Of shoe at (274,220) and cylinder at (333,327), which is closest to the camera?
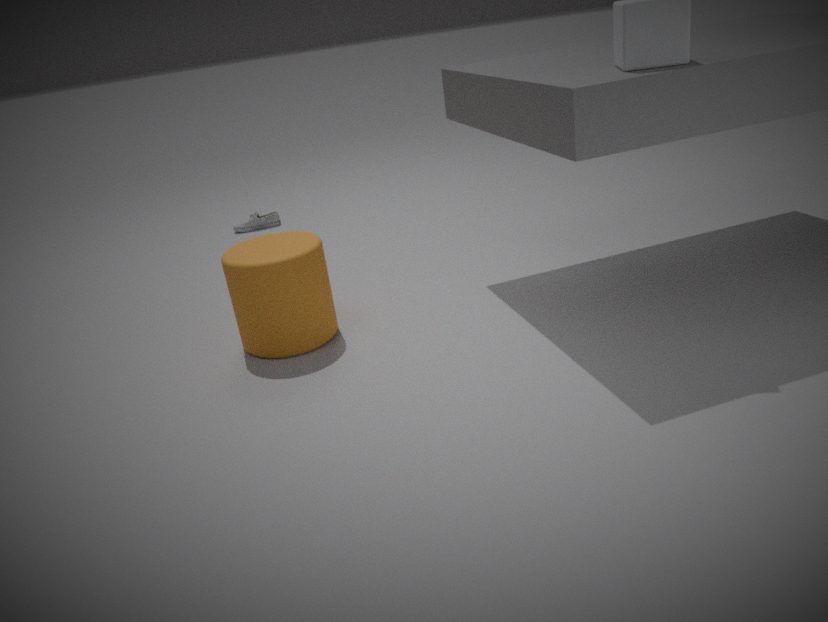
cylinder at (333,327)
